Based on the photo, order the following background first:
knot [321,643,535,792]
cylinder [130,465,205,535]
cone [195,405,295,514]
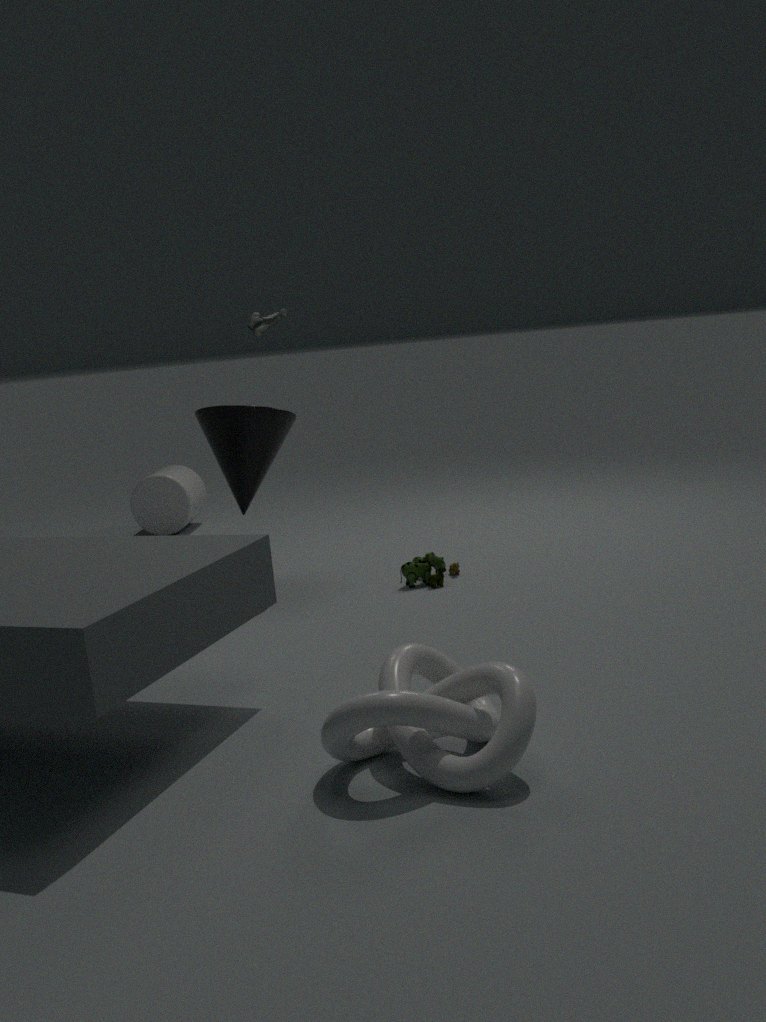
cylinder [130,465,205,535] → cone [195,405,295,514] → knot [321,643,535,792]
